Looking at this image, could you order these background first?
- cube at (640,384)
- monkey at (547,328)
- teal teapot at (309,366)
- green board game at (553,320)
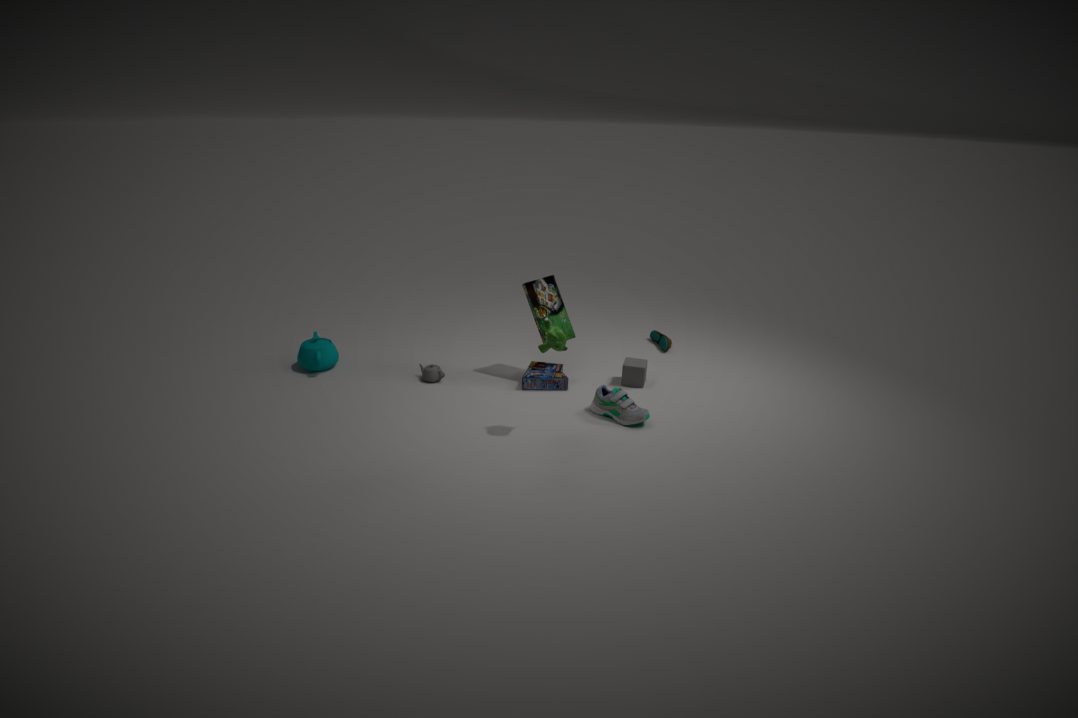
teal teapot at (309,366) < cube at (640,384) < green board game at (553,320) < monkey at (547,328)
